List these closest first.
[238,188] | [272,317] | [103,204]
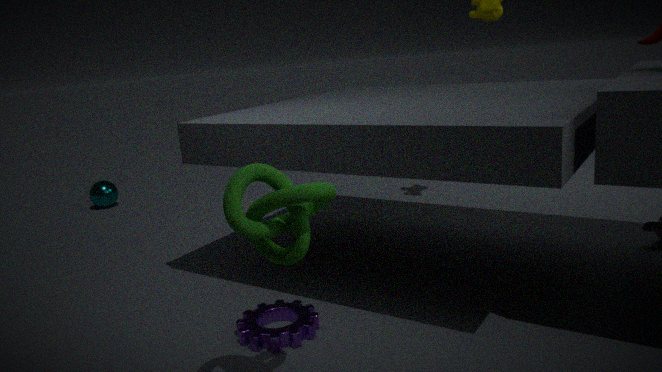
[238,188]
[272,317]
[103,204]
